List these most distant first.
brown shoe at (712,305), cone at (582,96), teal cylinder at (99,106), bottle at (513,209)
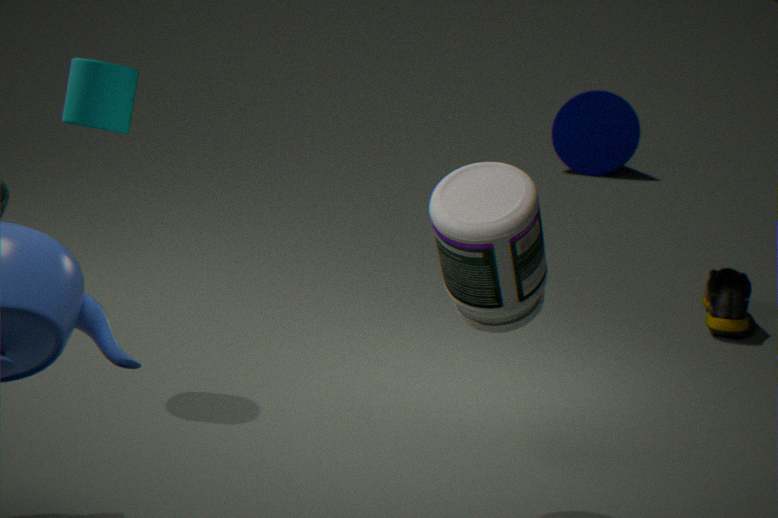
1. cone at (582,96)
2. brown shoe at (712,305)
3. teal cylinder at (99,106)
4. bottle at (513,209)
